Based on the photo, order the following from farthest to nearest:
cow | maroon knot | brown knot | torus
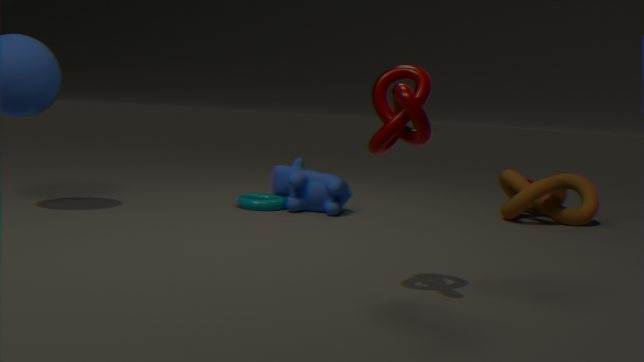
brown knot < torus < cow < maroon knot
